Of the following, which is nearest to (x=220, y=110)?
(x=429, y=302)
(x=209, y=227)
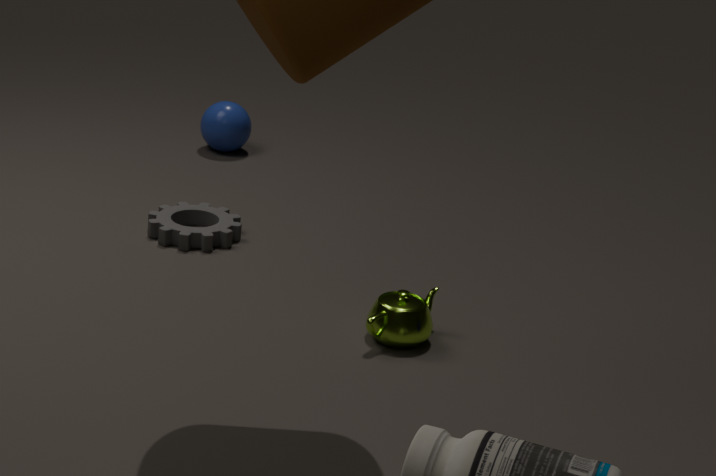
(x=209, y=227)
